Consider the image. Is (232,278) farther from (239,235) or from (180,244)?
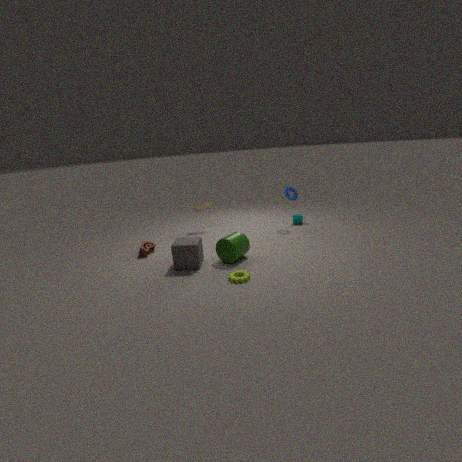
(180,244)
